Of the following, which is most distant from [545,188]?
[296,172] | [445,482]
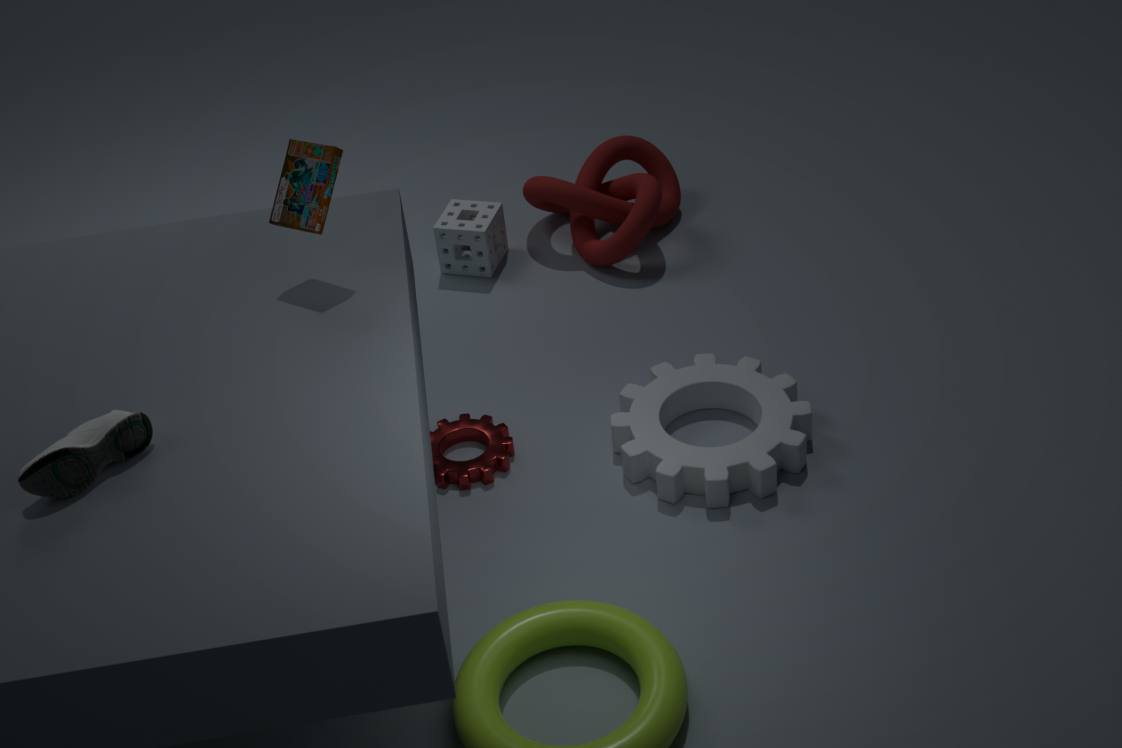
[296,172]
